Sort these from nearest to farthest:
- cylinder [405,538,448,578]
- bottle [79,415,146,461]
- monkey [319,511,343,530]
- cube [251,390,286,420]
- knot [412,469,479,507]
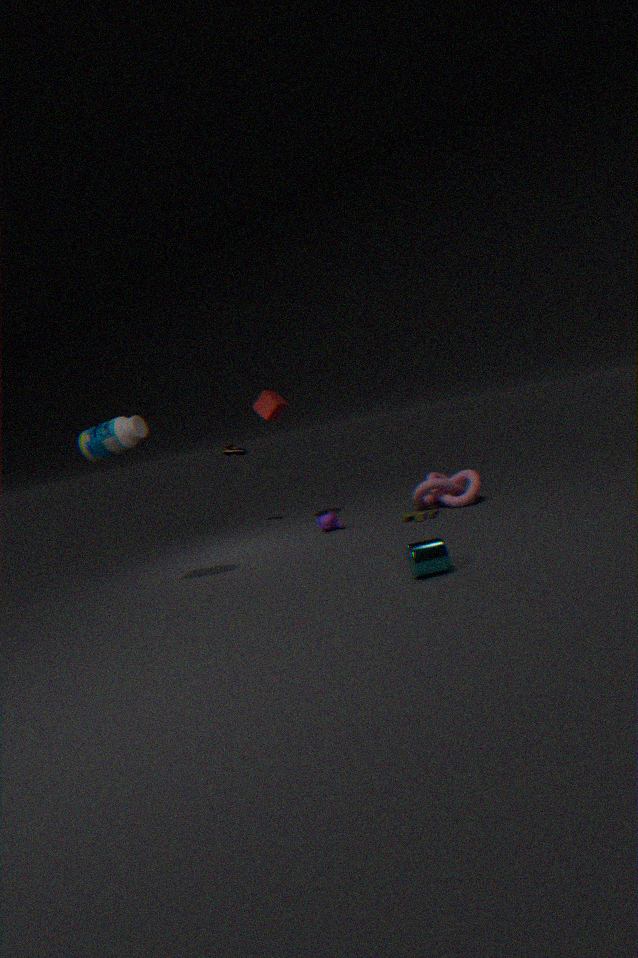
cylinder [405,538,448,578], bottle [79,415,146,461], knot [412,469,479,507], monkey [319,511,343,530], cube [251,390,286,420]
